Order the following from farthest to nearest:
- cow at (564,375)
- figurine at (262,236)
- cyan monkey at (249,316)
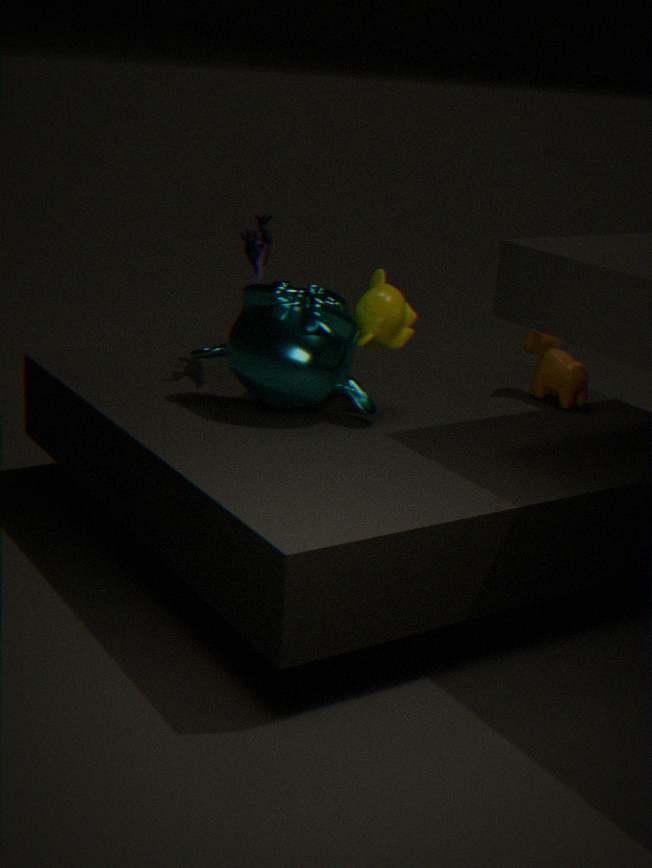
1. cow at (564,375)
2. figurine at (262,236)
3. cyan monkey at (249,316)
